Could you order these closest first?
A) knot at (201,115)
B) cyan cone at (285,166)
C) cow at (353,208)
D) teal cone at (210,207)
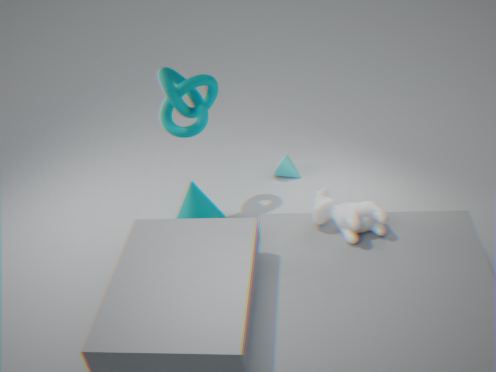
cow at (353,208) → knot at (201,115) → teal cone at (210,207) → cyan cone at (285,166)
